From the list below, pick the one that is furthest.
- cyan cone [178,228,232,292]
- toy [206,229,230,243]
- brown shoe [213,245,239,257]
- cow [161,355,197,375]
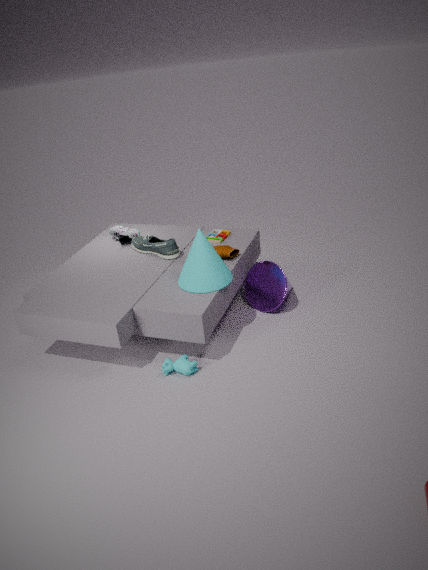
toy [206,229,230,243]
